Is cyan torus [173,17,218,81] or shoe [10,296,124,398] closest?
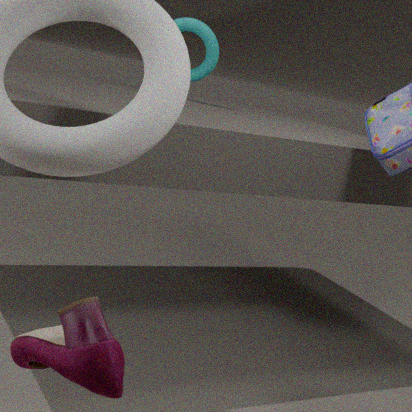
shoe [10,296,124,398]
